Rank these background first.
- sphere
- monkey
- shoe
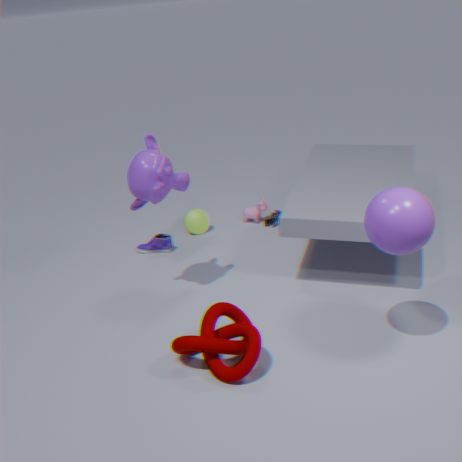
1. shoe
2. monkey
3. sphere
